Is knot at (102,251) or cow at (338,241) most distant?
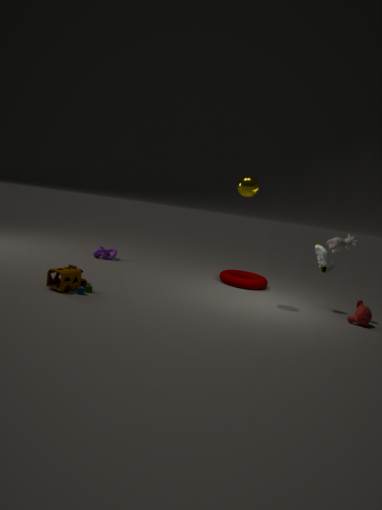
knot at (102,251)
